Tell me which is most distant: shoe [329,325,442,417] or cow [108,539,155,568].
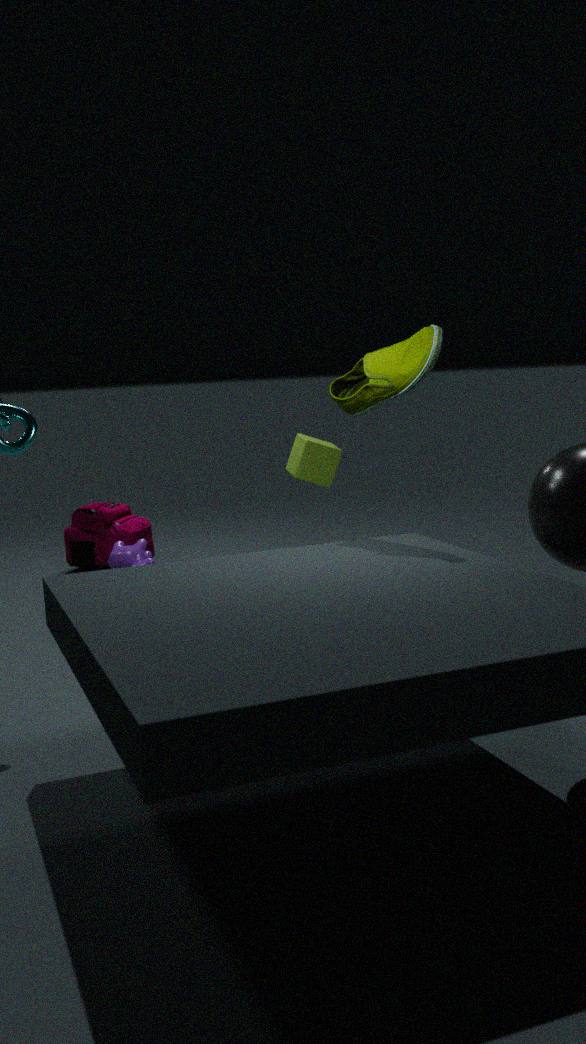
cow [108,539,155,568]
